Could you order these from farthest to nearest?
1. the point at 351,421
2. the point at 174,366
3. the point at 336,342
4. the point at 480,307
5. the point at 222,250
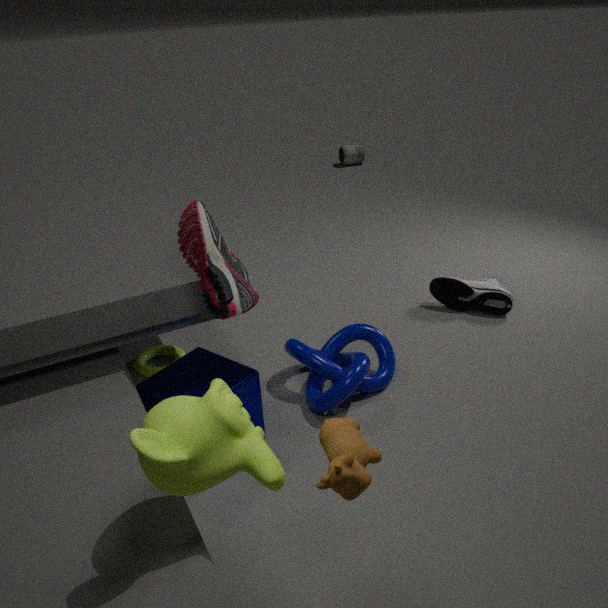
the point at 480,307
the point at 336,342
the point at 174,366
the point at 222,250
the point at 351,421
